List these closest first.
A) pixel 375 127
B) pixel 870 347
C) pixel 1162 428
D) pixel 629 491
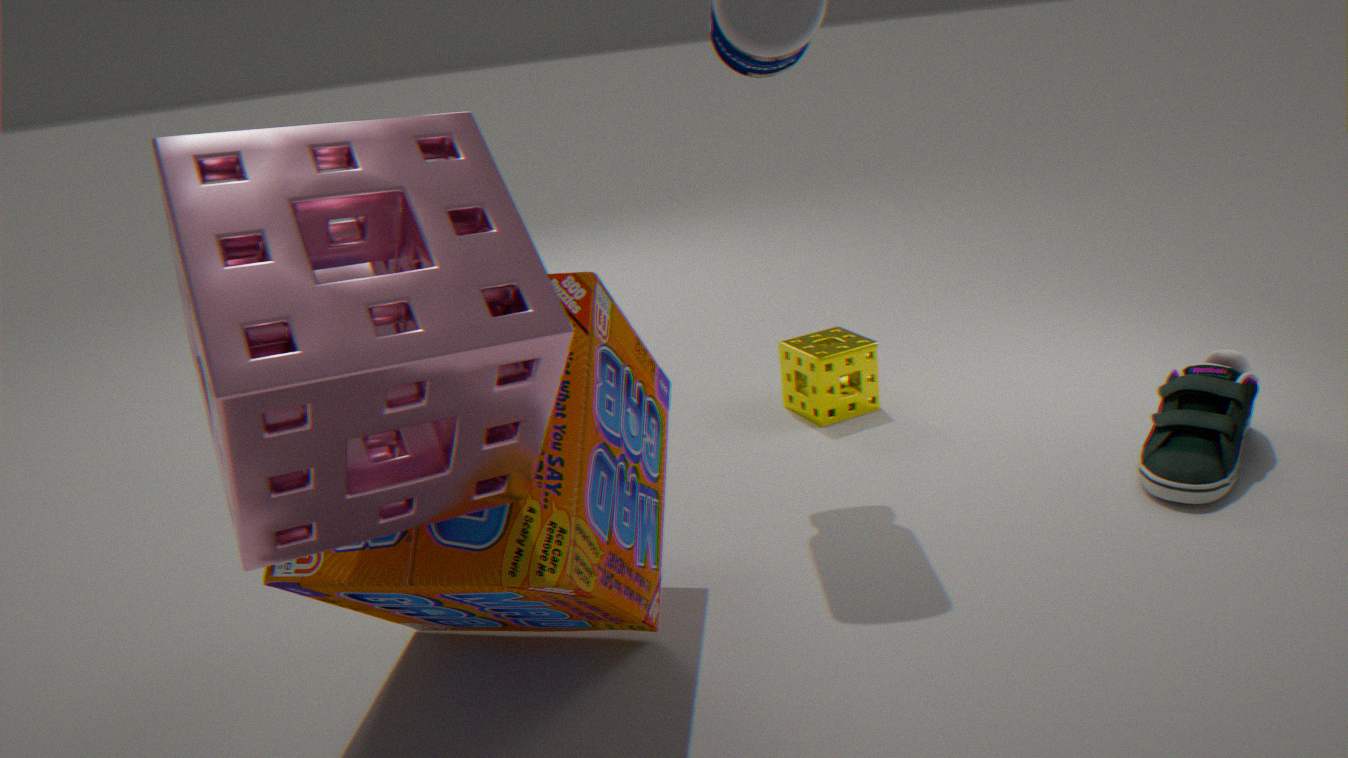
pixel 375 127 < pixel 629 491 < pixel 1162 428 < pixel 870 347
